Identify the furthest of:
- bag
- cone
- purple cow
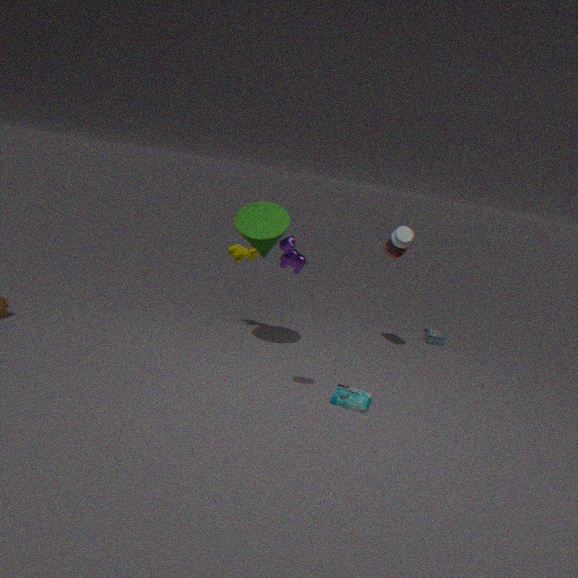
bag
